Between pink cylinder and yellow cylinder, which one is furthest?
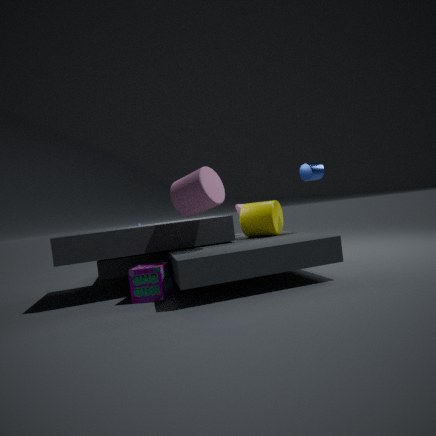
yellow cylinder
